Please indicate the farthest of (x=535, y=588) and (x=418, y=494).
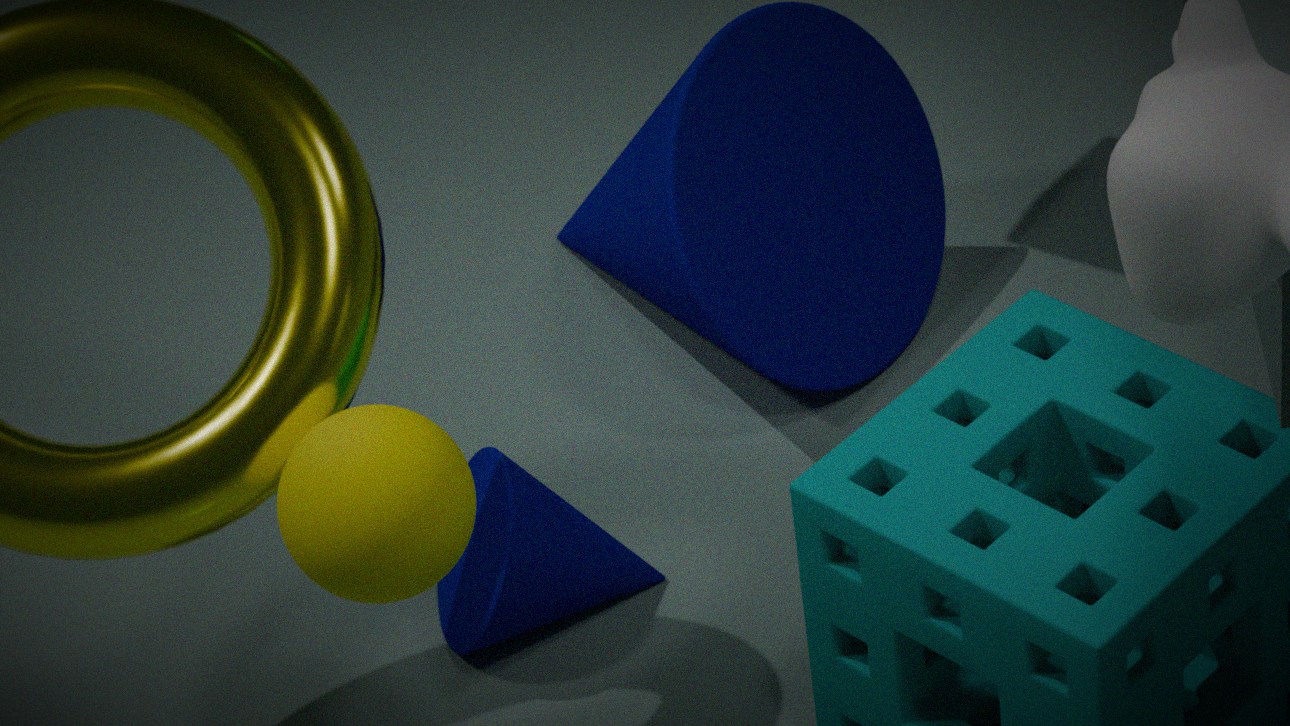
(x=535, y=588)
